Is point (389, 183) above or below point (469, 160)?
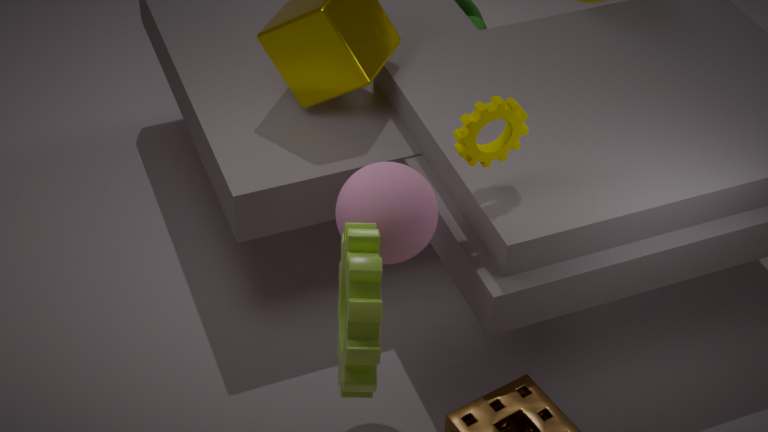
below
